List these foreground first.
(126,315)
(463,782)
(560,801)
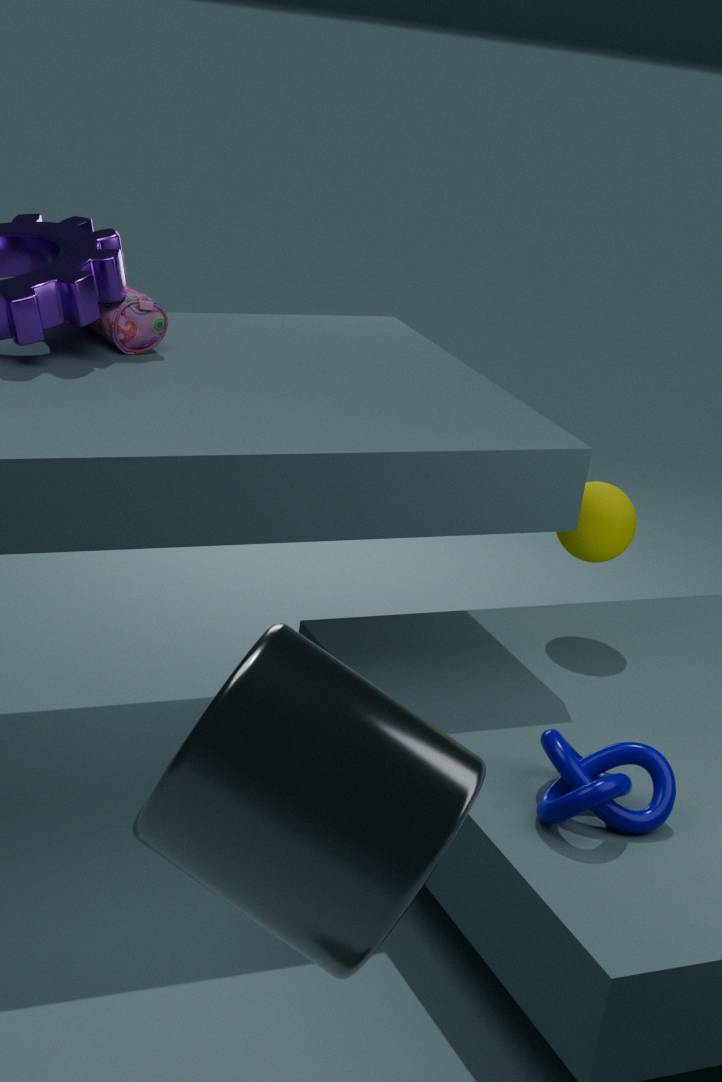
(463,782) < (560,801) < (126,315)
